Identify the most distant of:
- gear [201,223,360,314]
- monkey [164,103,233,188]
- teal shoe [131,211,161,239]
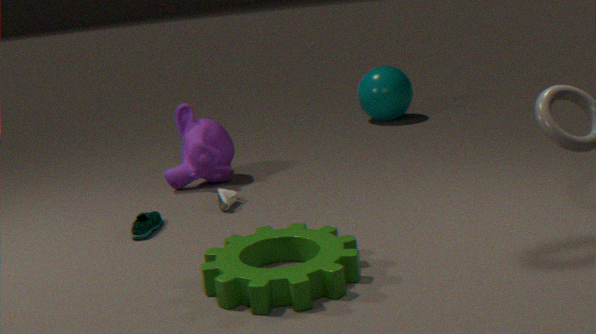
monkey [164,103,233,188]
